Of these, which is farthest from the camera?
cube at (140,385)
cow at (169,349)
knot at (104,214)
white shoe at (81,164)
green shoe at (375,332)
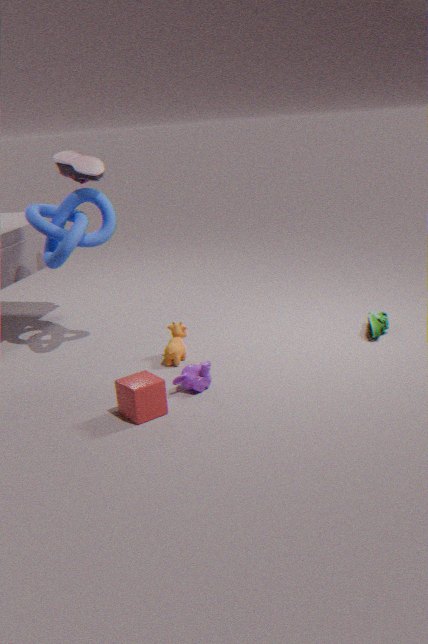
green shoe at (375,332)
